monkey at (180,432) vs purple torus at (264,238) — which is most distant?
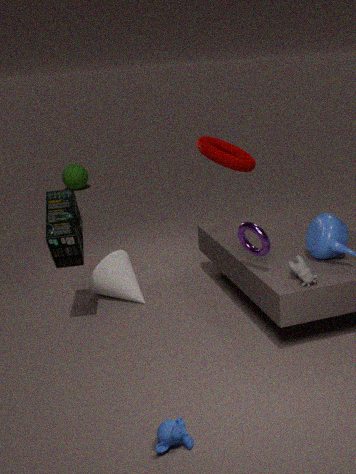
purple torus at (264,238)
